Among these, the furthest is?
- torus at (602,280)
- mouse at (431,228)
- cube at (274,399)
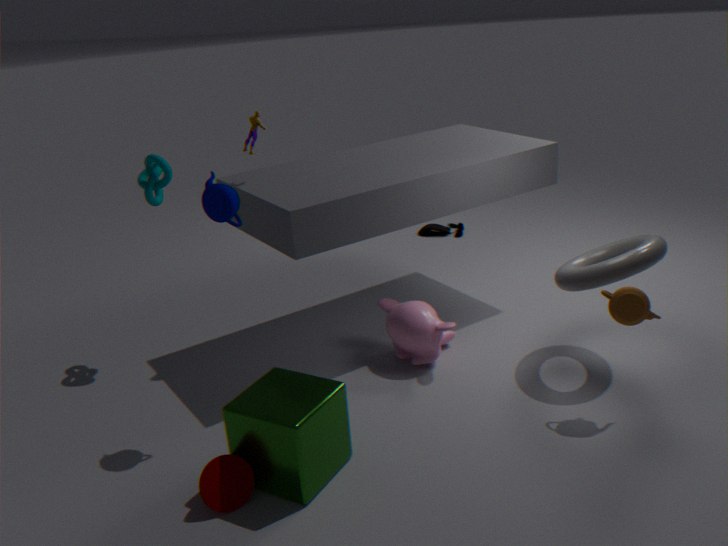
mouse at (431,228)
